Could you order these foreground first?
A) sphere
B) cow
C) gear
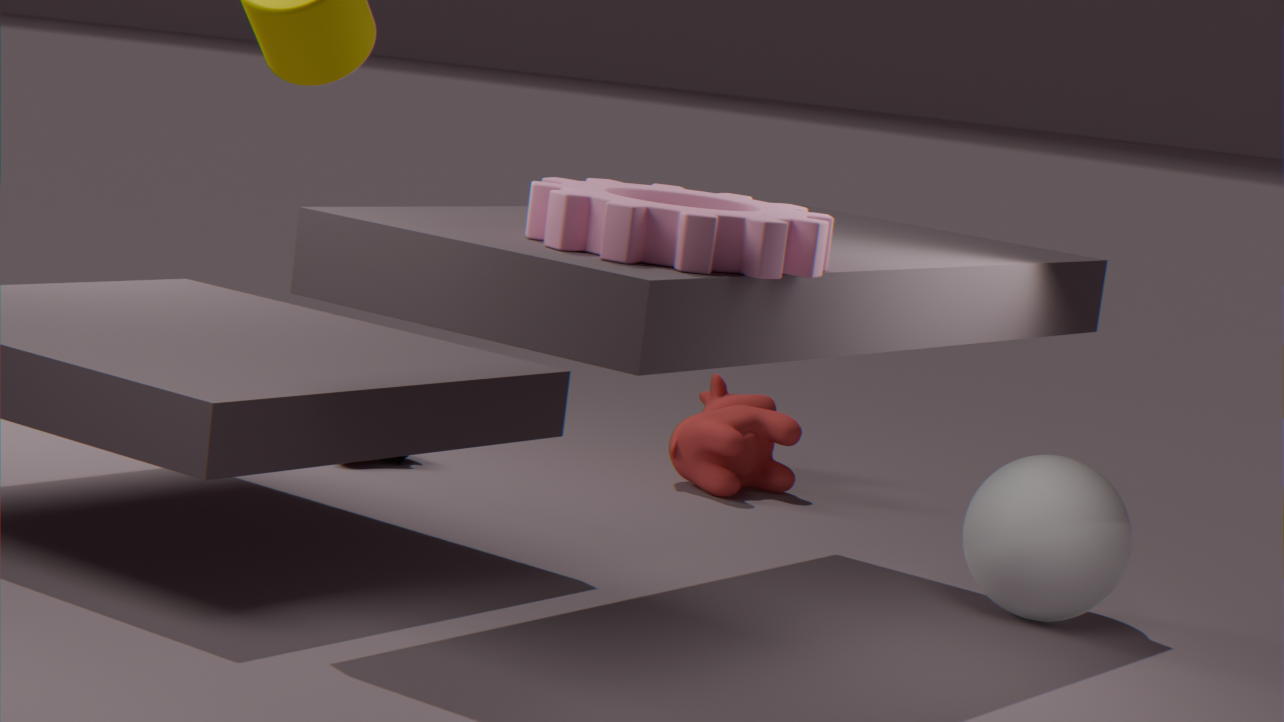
gear → sphere → cow
